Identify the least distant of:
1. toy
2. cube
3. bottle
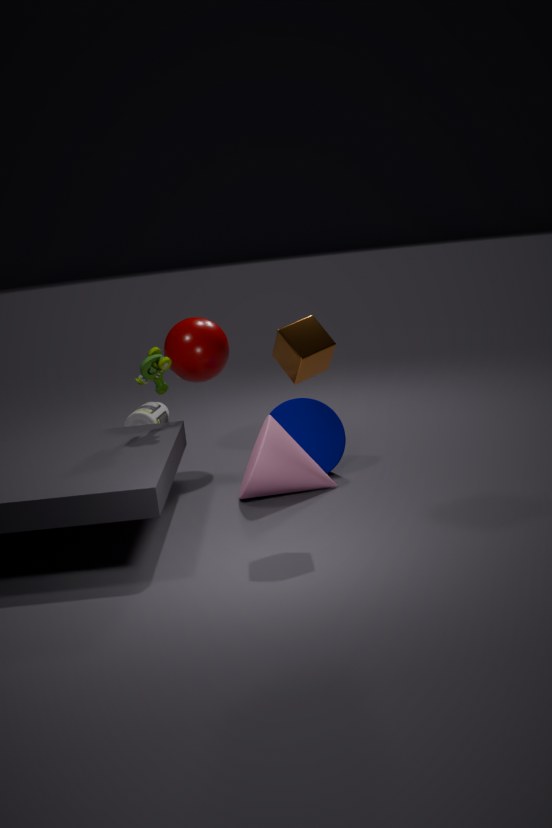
cube
